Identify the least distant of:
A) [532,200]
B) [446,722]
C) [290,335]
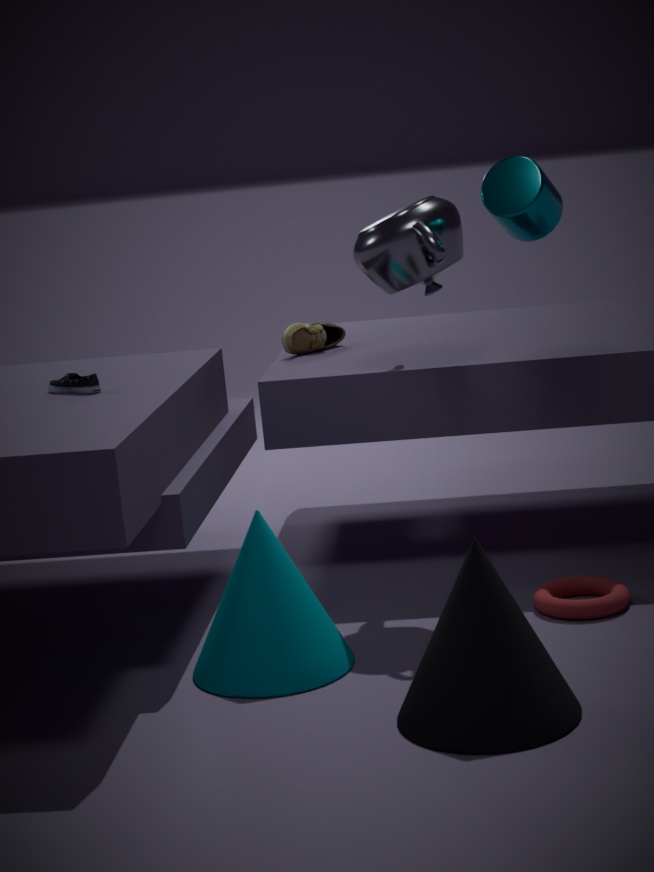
[446,722]
